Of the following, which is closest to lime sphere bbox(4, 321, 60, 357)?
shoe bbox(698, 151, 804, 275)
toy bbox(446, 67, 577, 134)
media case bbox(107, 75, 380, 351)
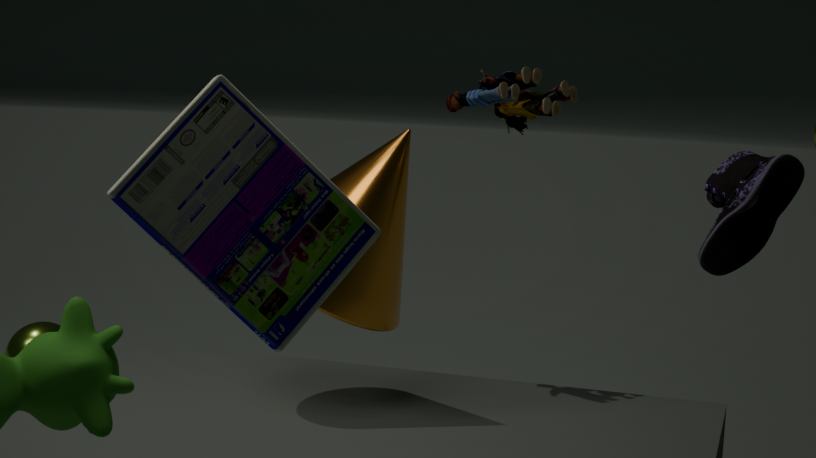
toy bbox(446, 67, 577, 134)
